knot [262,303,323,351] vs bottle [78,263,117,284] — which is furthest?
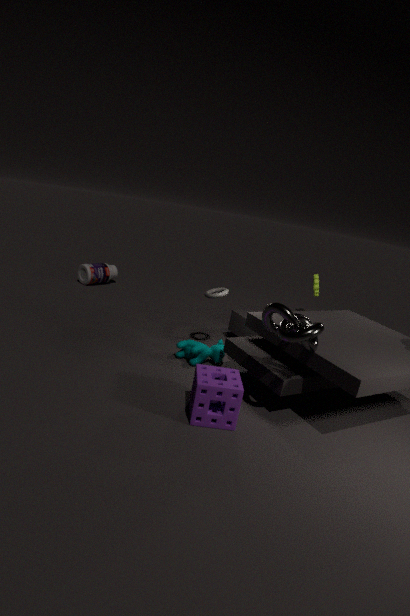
bottle [78,263,117,284]
